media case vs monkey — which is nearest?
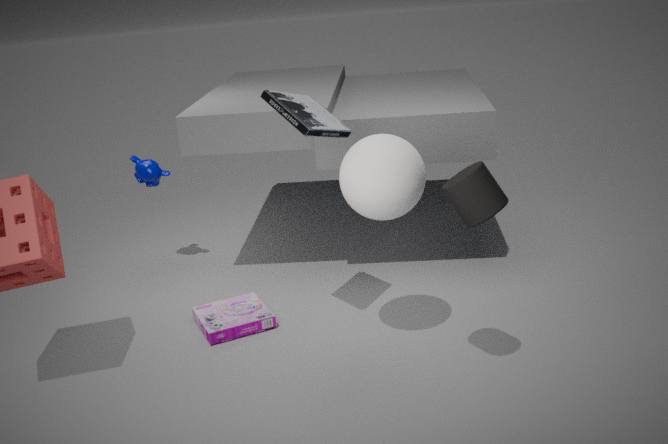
media case
